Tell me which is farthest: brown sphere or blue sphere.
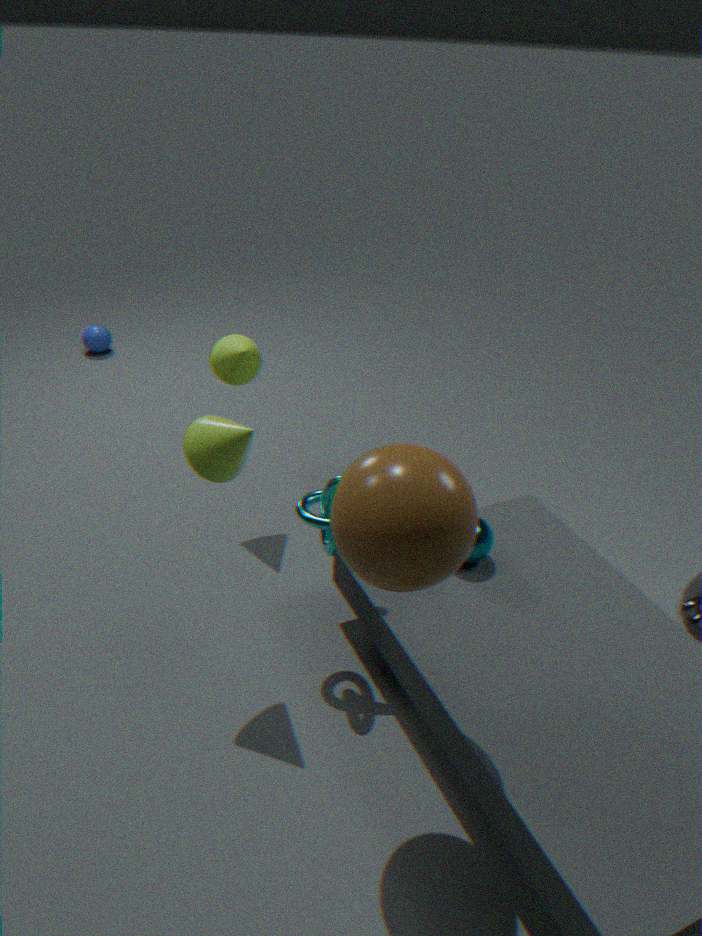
blue sphere
